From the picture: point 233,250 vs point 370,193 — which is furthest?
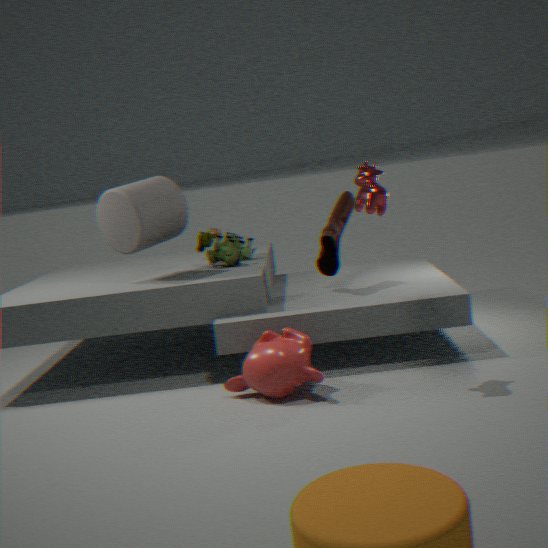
point 233,250
